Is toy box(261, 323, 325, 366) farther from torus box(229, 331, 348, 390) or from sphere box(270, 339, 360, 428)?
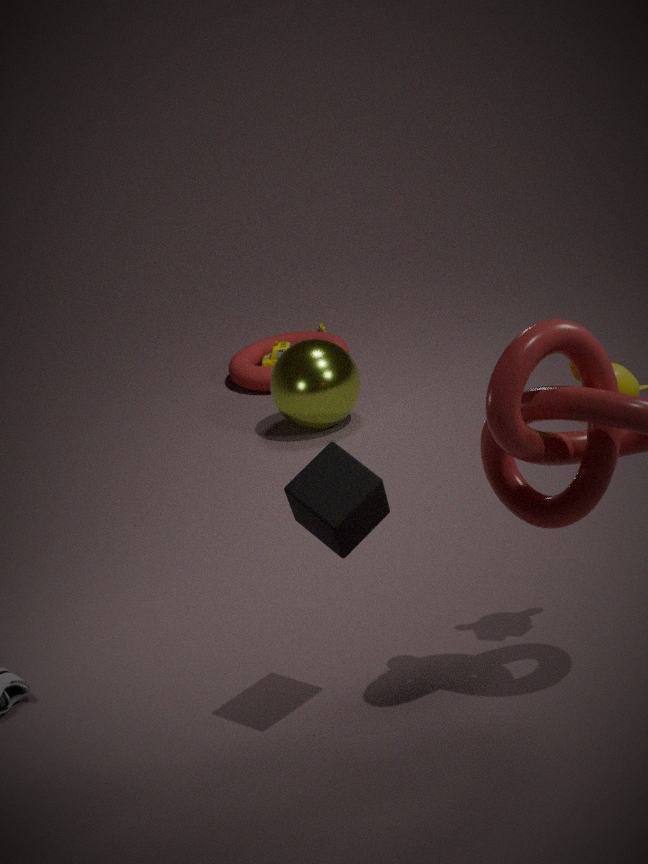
sphere box(270, 339, 360, 428)
